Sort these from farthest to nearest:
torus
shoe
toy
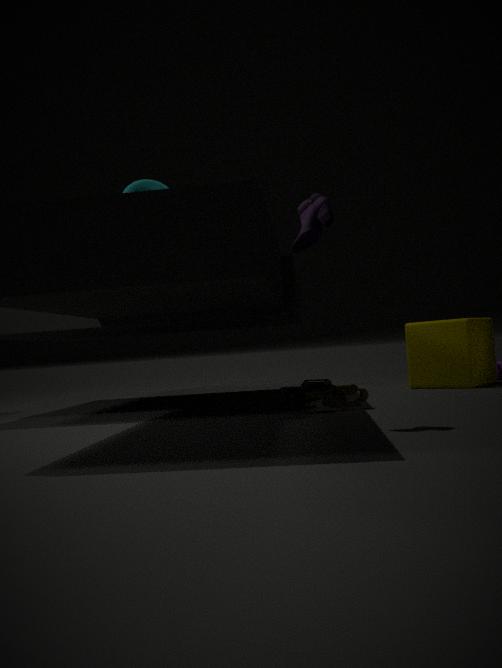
torus → toy → shoe
